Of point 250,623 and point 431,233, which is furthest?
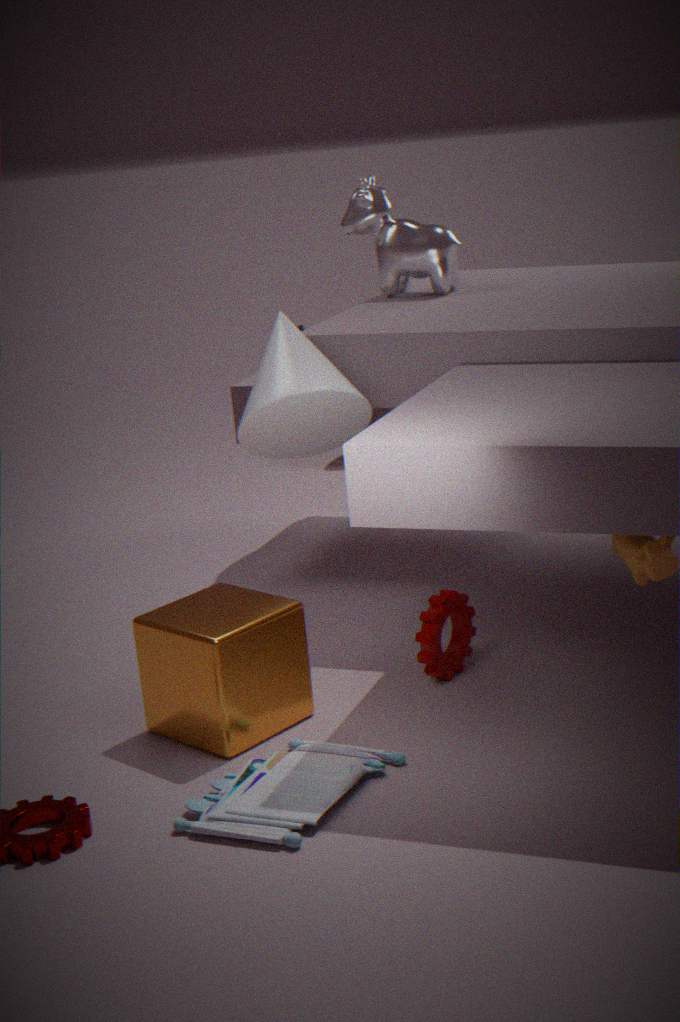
point 431,233
